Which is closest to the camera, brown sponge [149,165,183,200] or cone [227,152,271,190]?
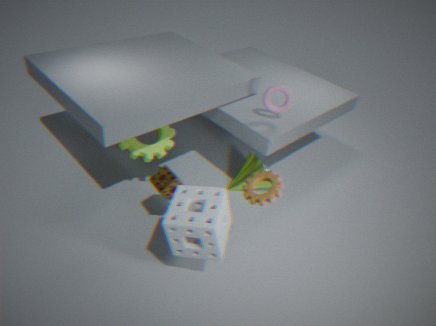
brown sponge [149,165,183,200]
